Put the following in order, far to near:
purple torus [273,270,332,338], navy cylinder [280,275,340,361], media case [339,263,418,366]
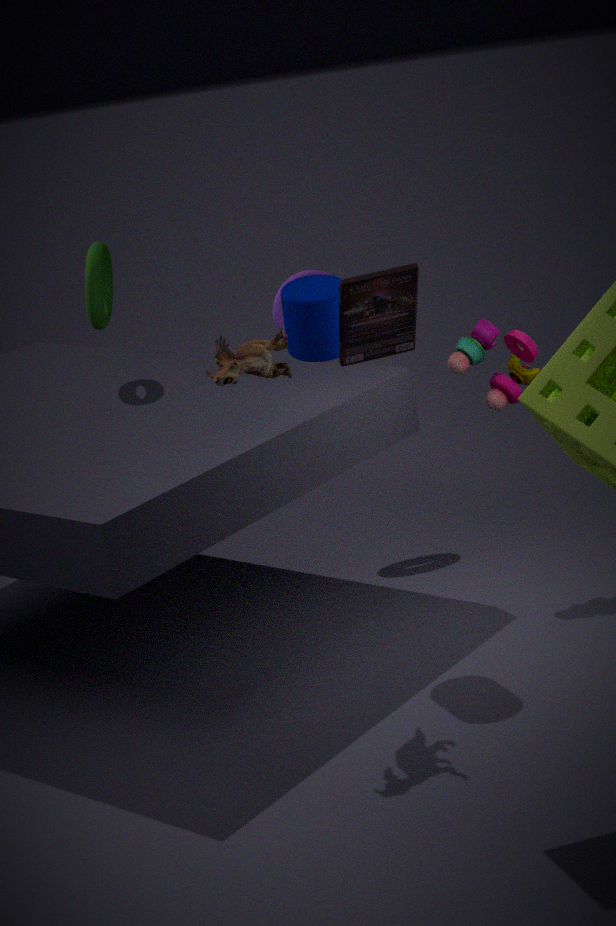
1. purple torus [273,270,332,338]
2. navy cylinder [280,275,340,361]
3. media case [339,263,418,366]
